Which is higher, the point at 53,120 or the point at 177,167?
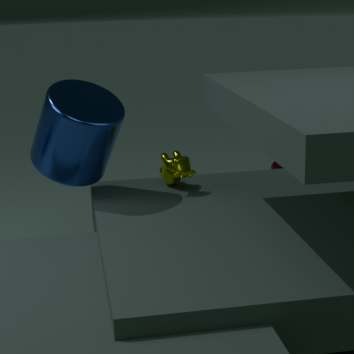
the point at 53,120
